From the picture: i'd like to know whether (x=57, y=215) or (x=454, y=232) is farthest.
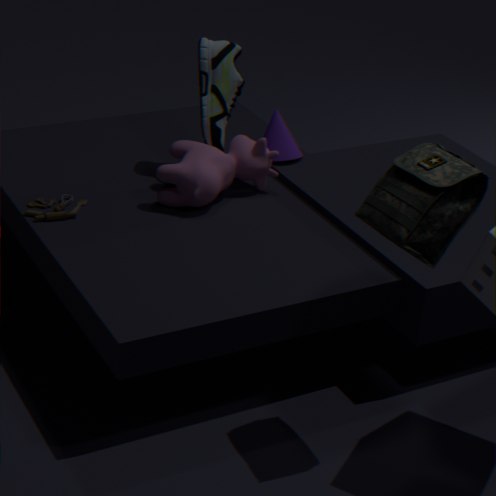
(x=57, y=215)
